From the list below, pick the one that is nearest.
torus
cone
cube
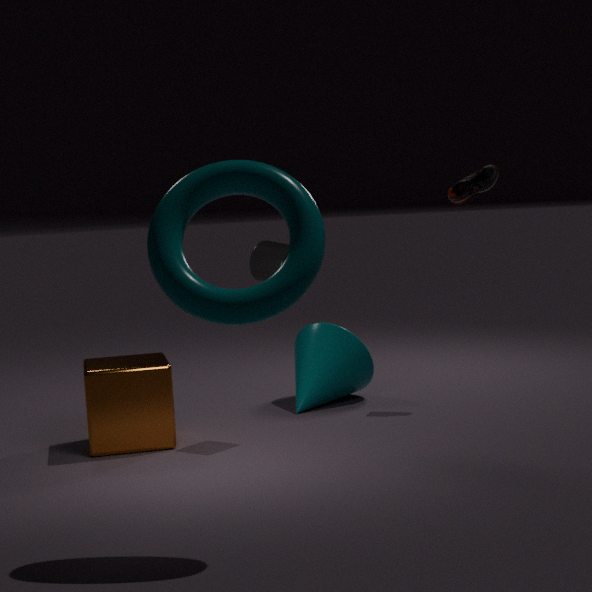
torus
